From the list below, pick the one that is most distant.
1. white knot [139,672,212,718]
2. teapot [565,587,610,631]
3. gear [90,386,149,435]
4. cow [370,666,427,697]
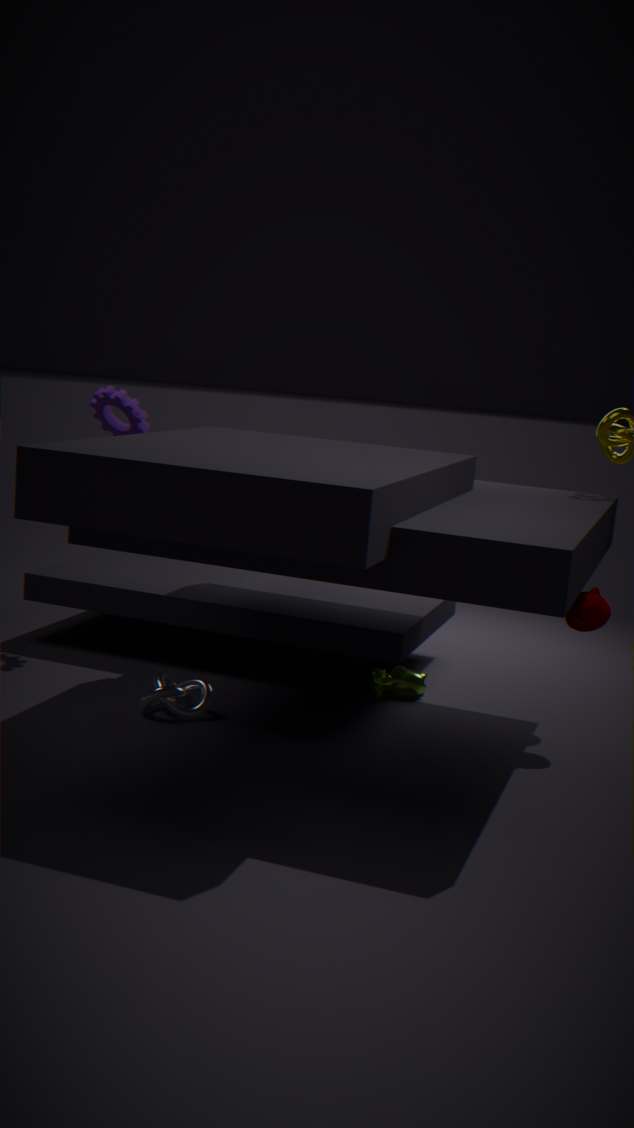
gear [90,386,149,435]
